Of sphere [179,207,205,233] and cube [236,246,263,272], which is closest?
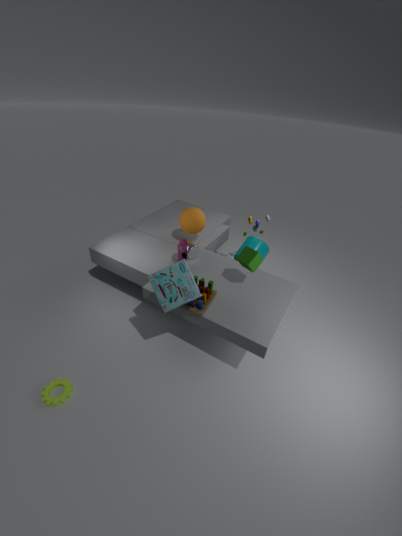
cube [236,246,263,272]
